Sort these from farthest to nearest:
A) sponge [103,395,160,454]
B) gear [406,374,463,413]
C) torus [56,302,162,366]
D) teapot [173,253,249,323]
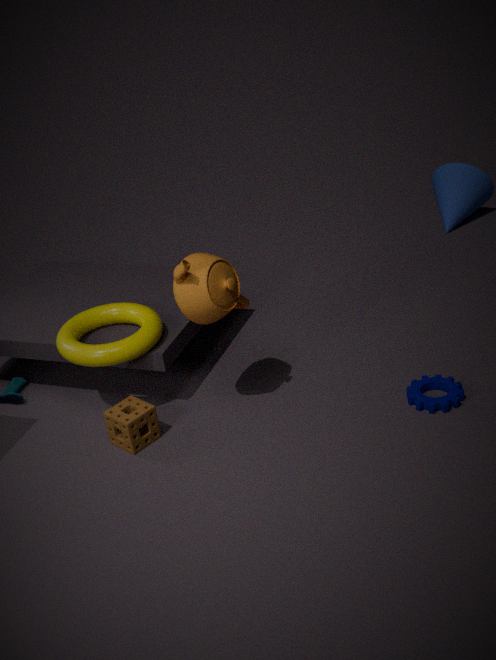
torus [56,302,162,366], gear [406,374,463,413], sponge [103,395,160,454], teapot [173,253,249,323]
